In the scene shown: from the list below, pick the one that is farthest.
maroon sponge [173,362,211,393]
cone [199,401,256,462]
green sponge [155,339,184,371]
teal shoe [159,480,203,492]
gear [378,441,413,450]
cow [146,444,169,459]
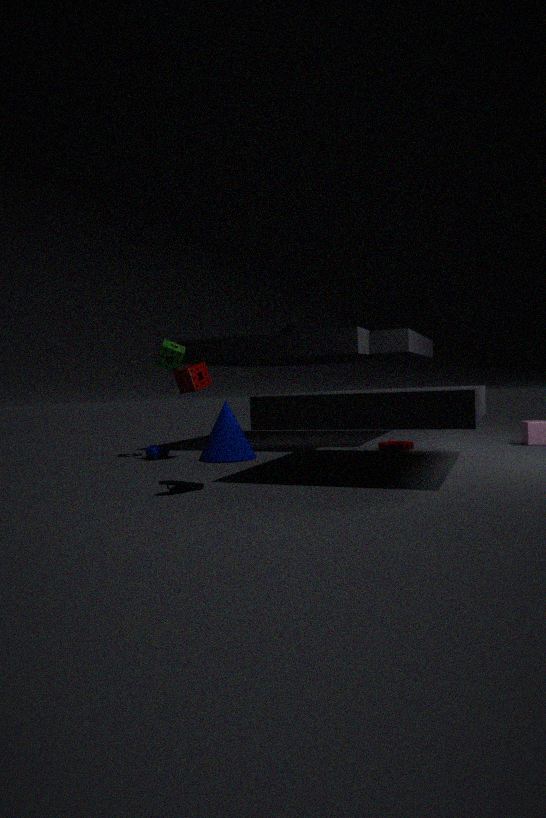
green sponge [155,339,184,371]
